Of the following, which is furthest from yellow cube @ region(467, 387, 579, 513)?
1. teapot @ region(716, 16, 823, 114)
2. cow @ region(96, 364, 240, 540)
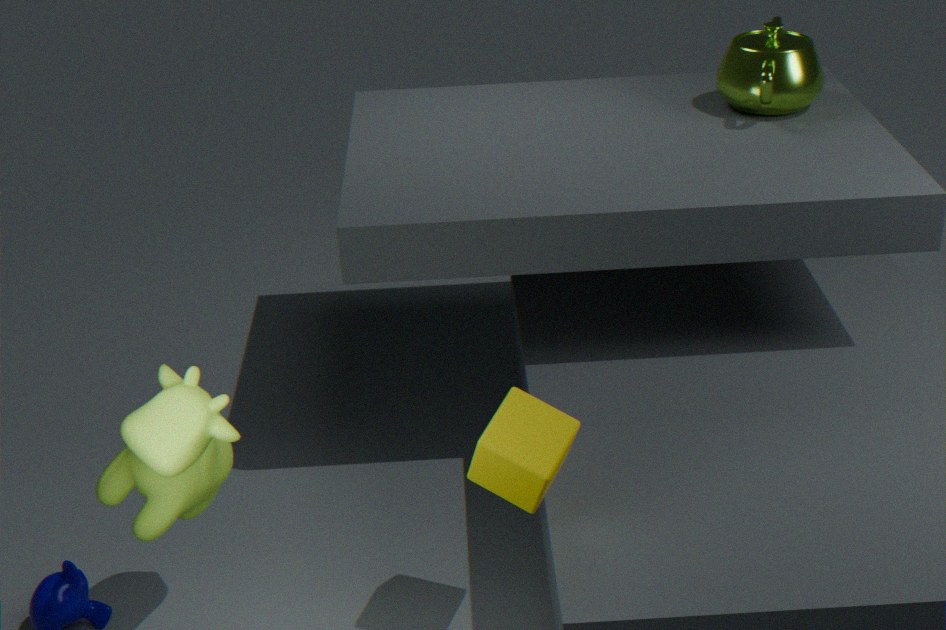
teapot @ region(716, 16, 823, 114)
